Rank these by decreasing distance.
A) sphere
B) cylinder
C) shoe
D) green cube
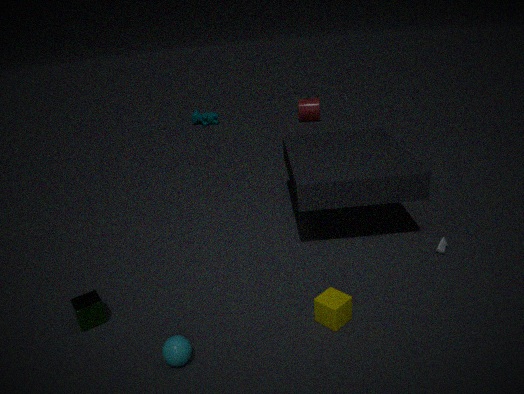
1. cylinder
2. shoe
3. green cube
4. sphere
